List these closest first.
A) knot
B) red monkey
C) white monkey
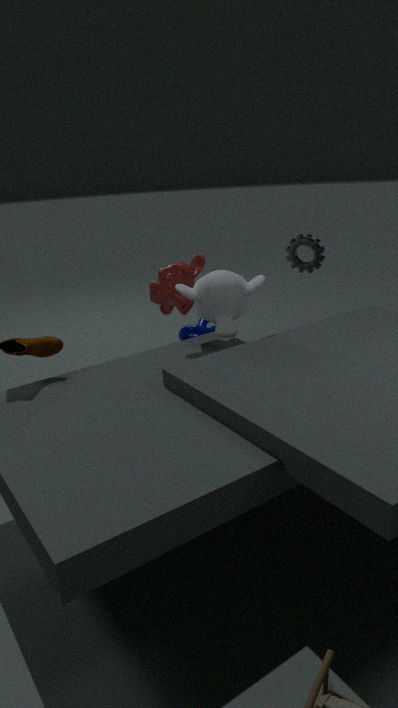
C. white monkey < B. red monkey < A. knot
